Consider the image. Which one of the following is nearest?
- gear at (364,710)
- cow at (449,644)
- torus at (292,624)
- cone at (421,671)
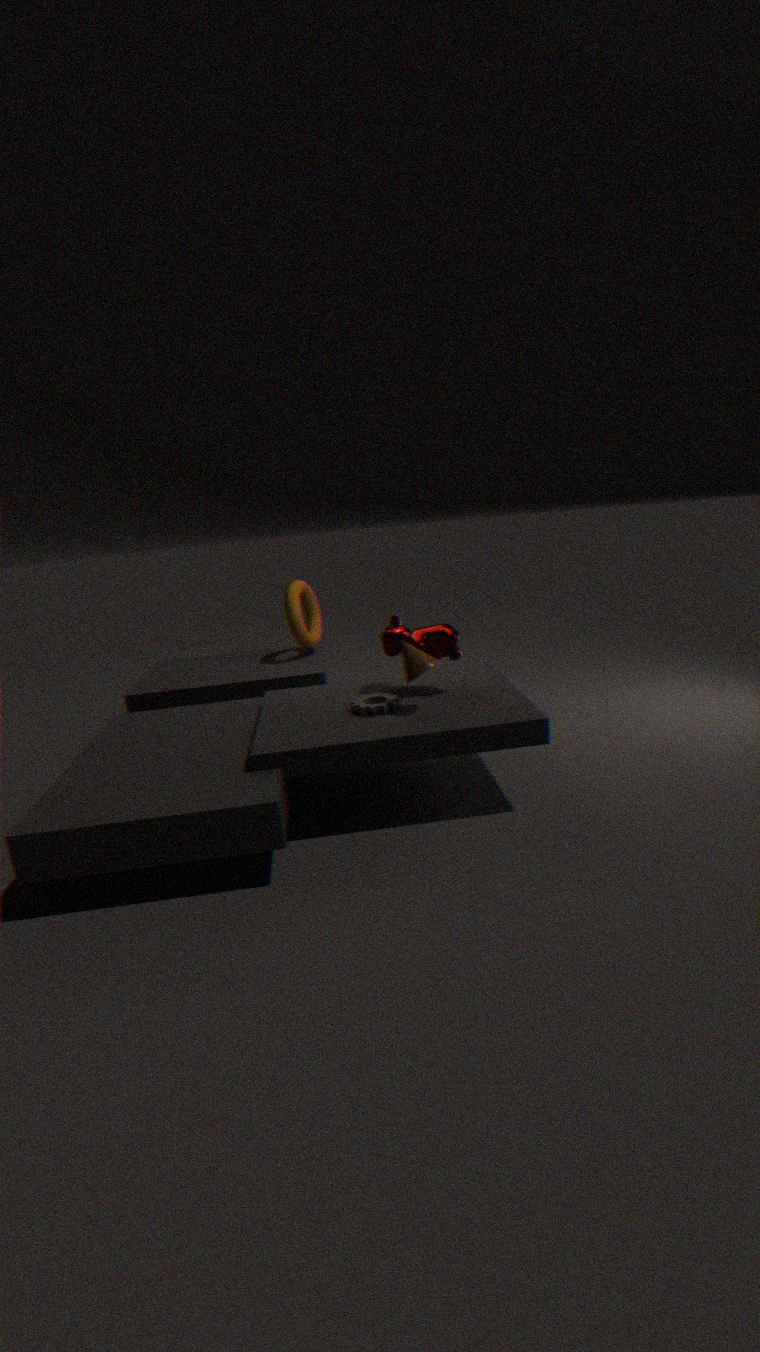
cone at (421,671)
